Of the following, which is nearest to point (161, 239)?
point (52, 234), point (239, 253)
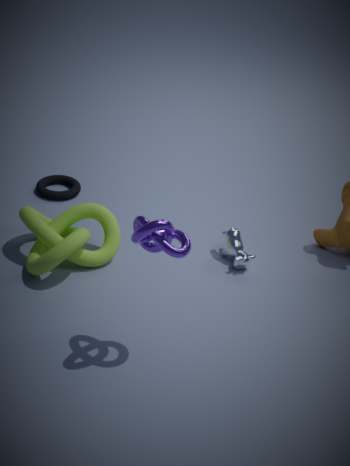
point (52, 234)
